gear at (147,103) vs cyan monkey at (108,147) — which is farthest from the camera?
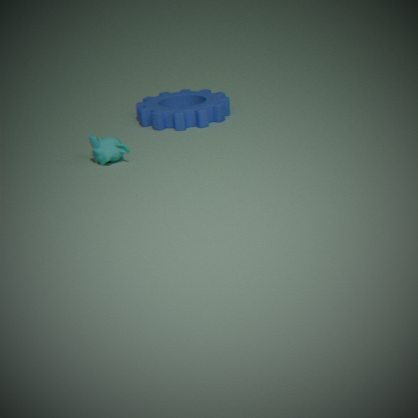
gear at (147,103)
